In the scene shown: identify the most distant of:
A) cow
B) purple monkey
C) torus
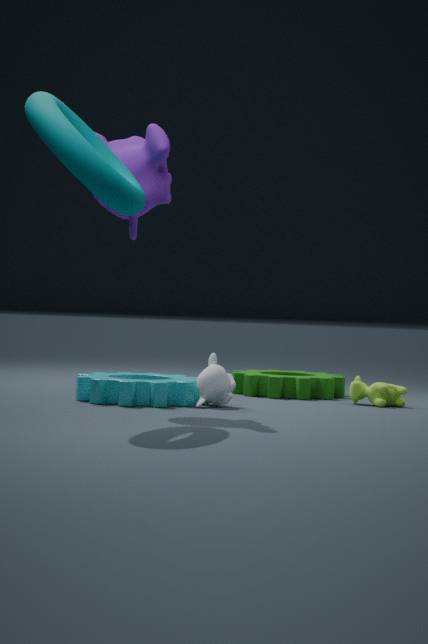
cow
